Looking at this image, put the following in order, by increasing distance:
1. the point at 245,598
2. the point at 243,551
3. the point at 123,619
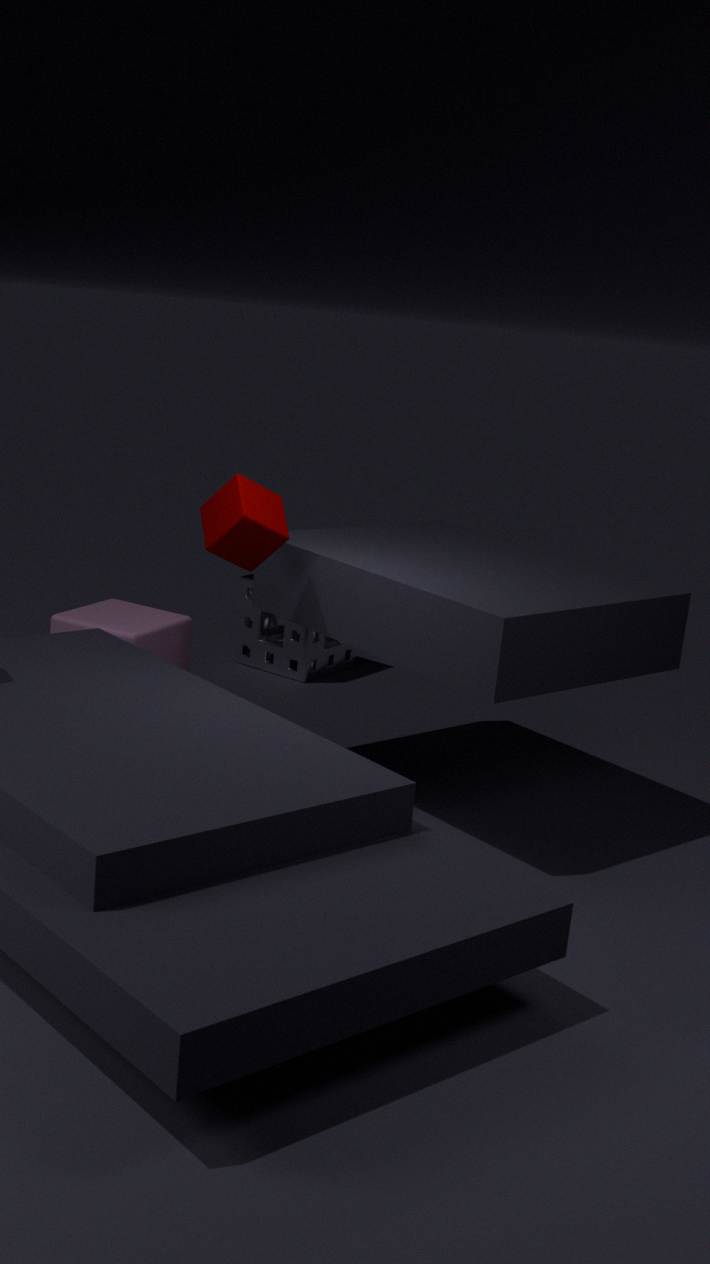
the point at 243,551
the point at 123,619
the point at 245,598
